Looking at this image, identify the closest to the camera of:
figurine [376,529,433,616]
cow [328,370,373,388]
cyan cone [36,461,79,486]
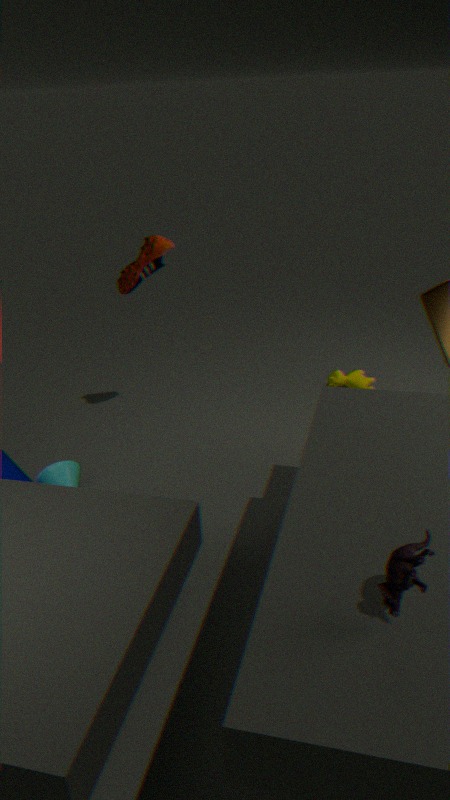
figurine [376,529,433,616]
